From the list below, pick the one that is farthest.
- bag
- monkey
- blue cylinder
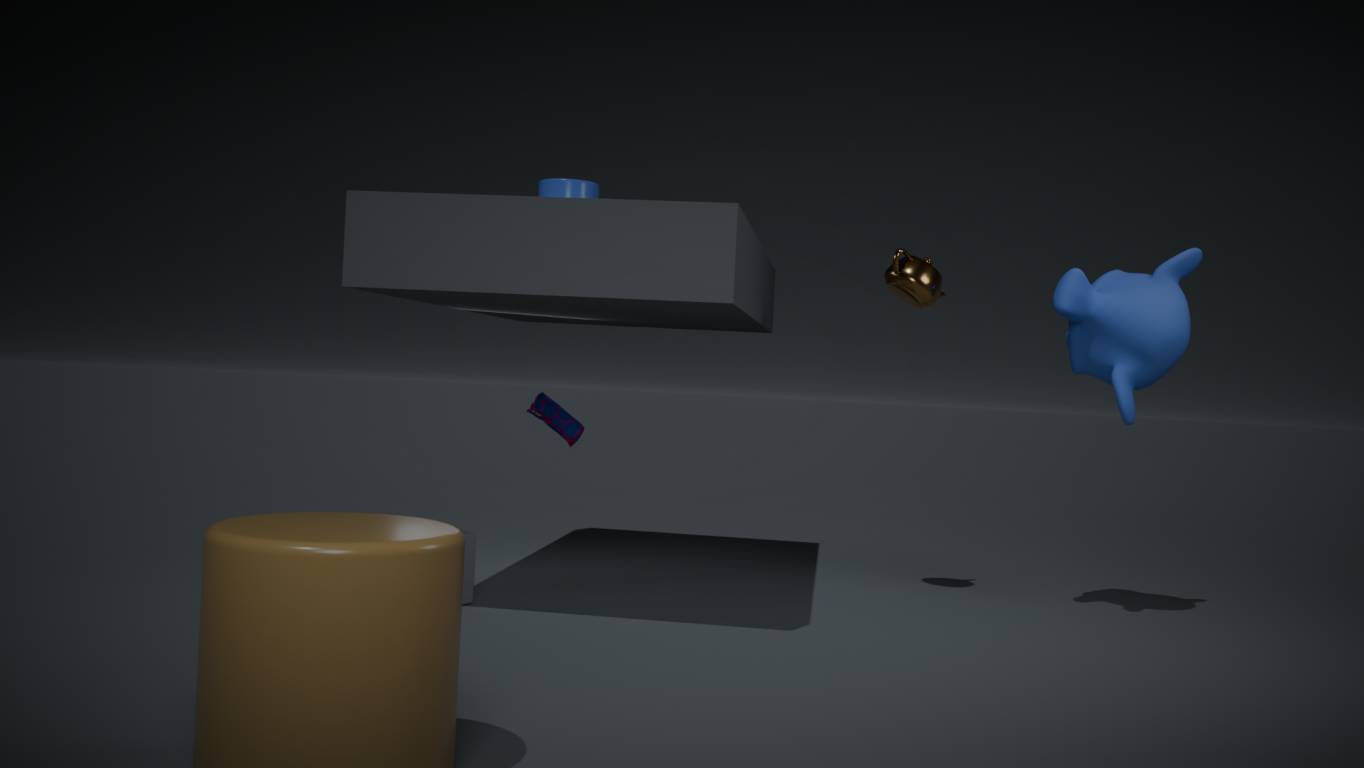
bag
